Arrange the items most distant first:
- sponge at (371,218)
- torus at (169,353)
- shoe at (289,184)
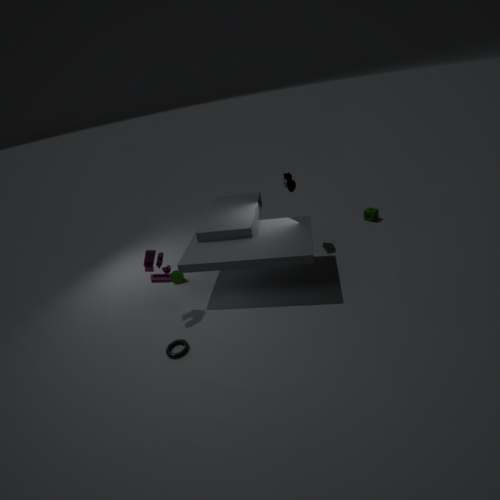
1. sponge at (371,218)
2. shoe at (289,184)
3. torus at (169,353)
